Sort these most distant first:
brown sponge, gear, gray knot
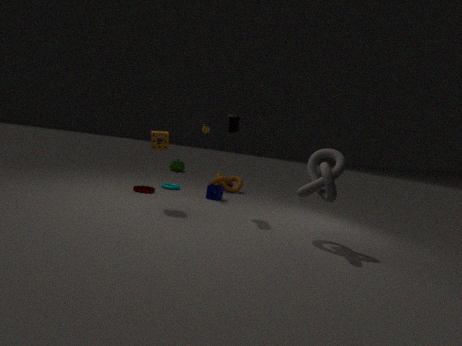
1. gear
2. brown sponge
3. gray knot
